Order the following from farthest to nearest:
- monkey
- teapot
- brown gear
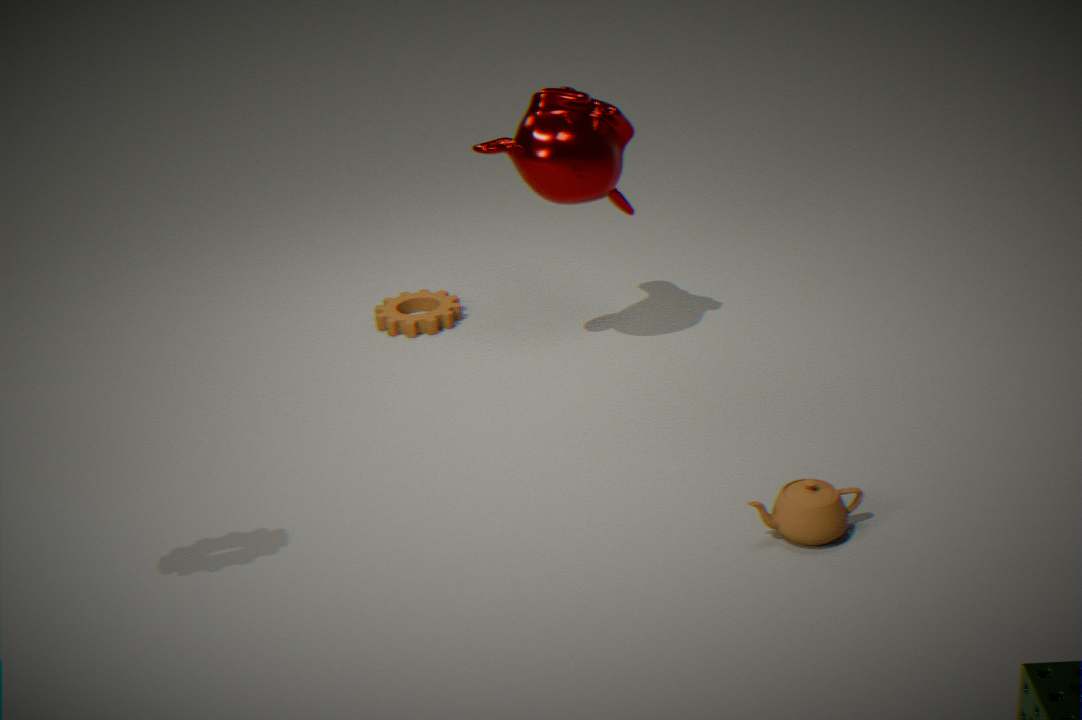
brown gear → monkey → teapot
